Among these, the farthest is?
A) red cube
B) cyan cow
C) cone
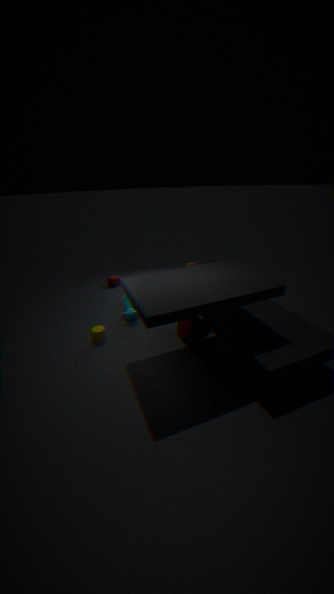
red cube
